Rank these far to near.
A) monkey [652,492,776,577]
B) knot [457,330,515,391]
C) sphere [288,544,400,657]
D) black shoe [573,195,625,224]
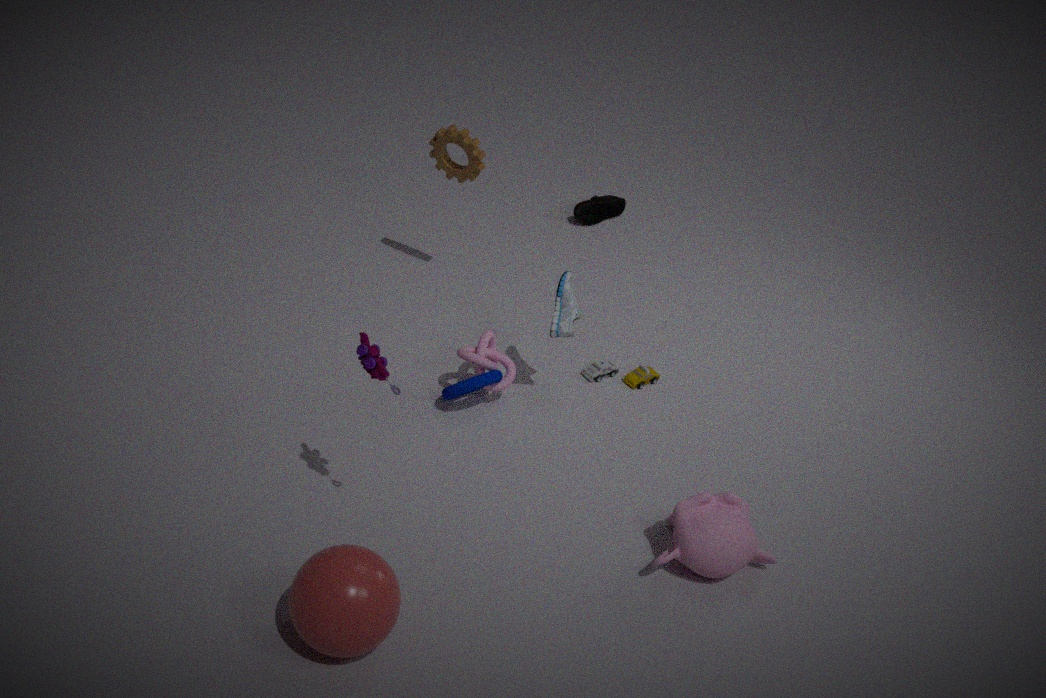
black shoe [573,195,625,224] → knot [457,330,515,391] → monkey [652,492,776,577] → sphere [288,544,400,657]
